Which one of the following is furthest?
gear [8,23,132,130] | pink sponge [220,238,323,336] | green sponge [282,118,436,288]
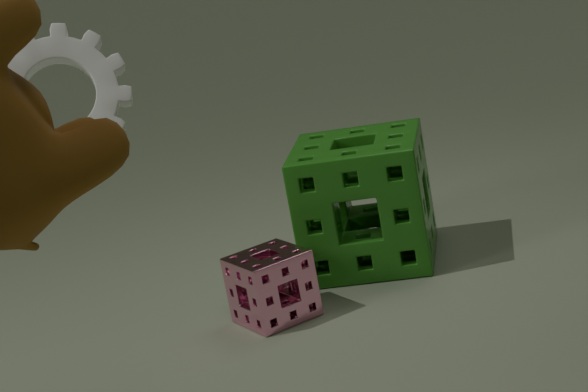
green sponge [282,118,436,288]
